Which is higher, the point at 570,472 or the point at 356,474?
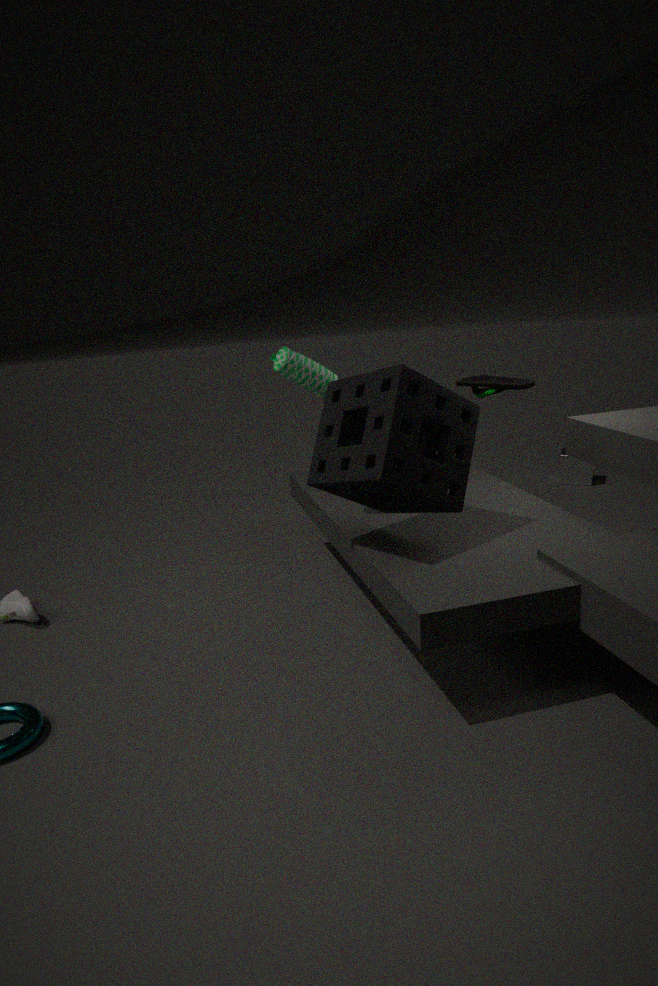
the point at 356,474
